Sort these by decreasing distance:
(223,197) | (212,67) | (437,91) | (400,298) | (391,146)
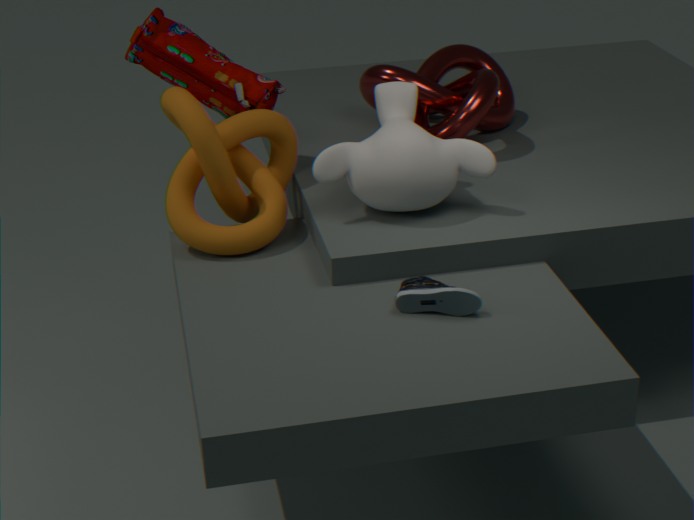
(437,91) → (212,67) → (223,197) → (391,146) → (400,298)
